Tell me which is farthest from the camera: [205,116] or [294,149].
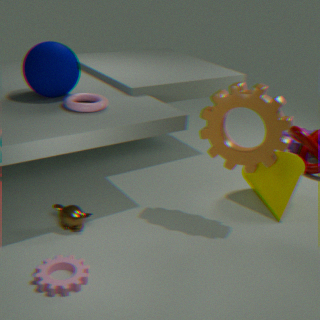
[294,149]
